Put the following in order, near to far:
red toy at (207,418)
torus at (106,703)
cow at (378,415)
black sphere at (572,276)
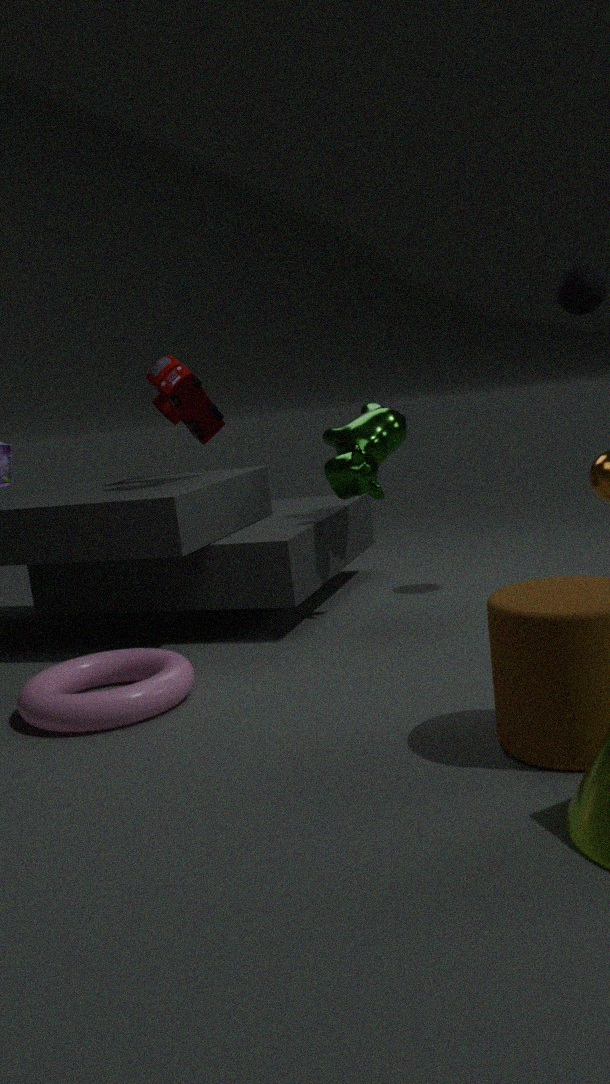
torus at (106,703), black sphere at (572,276), red toy at (207,418), cow at (378,415)
